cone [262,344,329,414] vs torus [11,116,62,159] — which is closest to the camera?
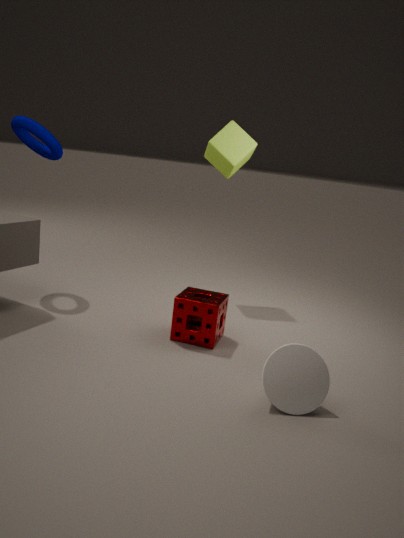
cone [262,344,329,414]
